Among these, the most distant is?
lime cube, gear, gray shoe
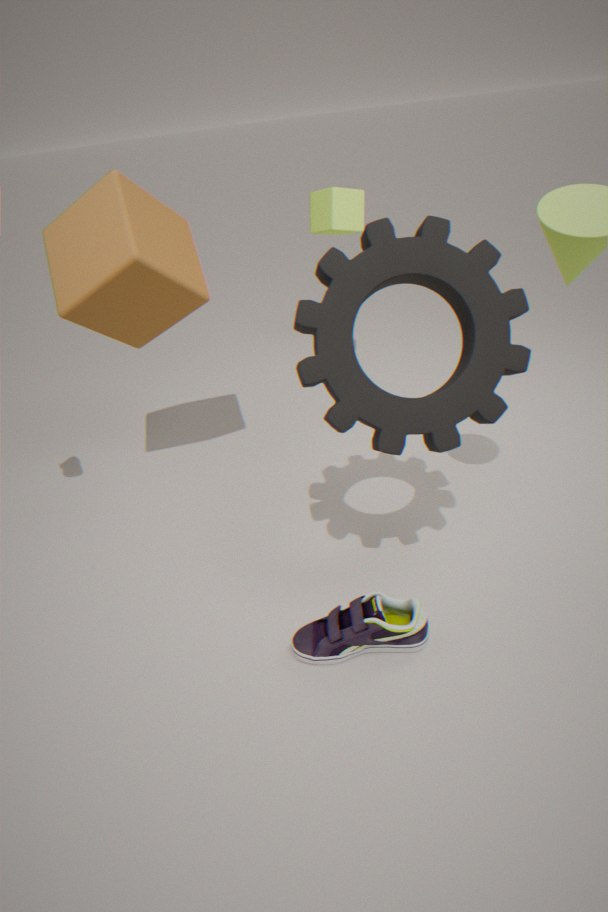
lime cube
